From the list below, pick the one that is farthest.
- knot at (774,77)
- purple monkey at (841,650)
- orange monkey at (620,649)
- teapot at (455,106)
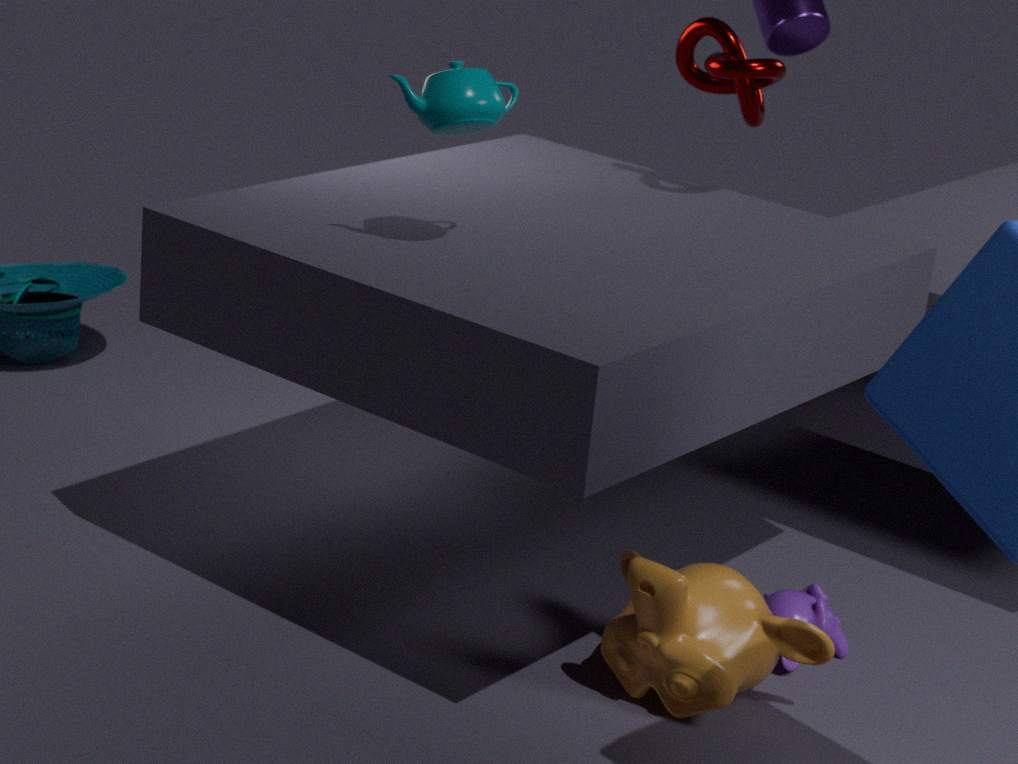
knot at (774,77)
